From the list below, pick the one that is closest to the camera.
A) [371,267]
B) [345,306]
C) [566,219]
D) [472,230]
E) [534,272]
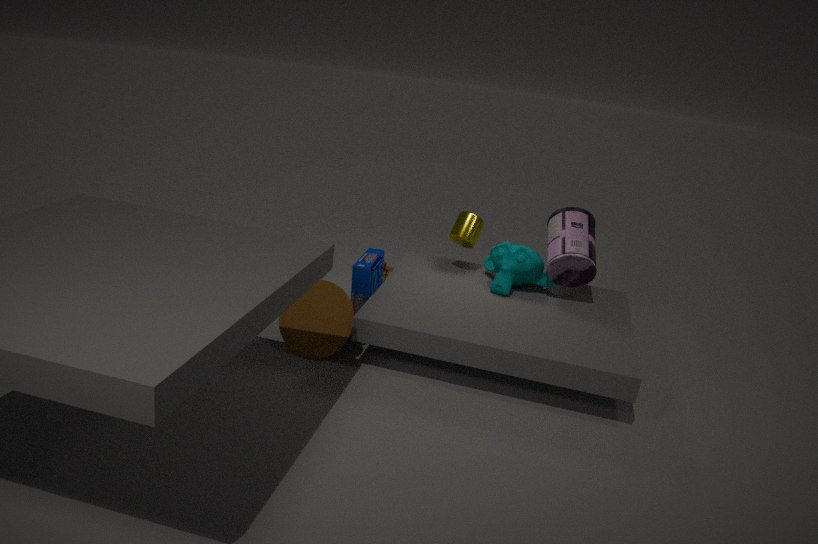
[345,306]
